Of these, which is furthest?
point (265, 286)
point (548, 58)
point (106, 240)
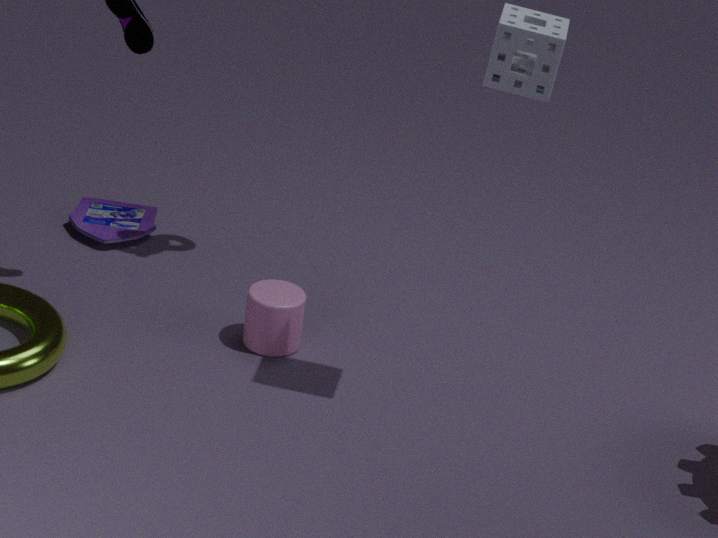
point (106, 240)
